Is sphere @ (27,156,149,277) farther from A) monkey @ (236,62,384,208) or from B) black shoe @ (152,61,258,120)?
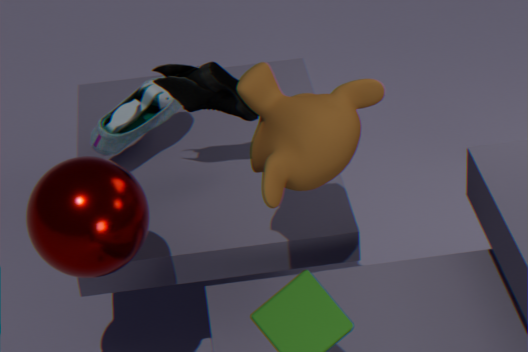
B) black shoe @ (152,61,258,120)
